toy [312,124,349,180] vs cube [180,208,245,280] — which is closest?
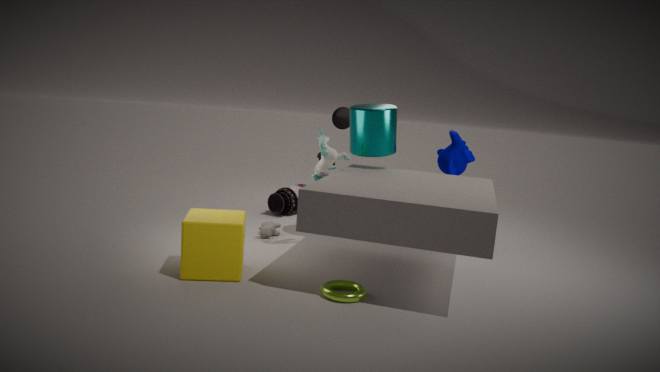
cube [180,208,245,280]
